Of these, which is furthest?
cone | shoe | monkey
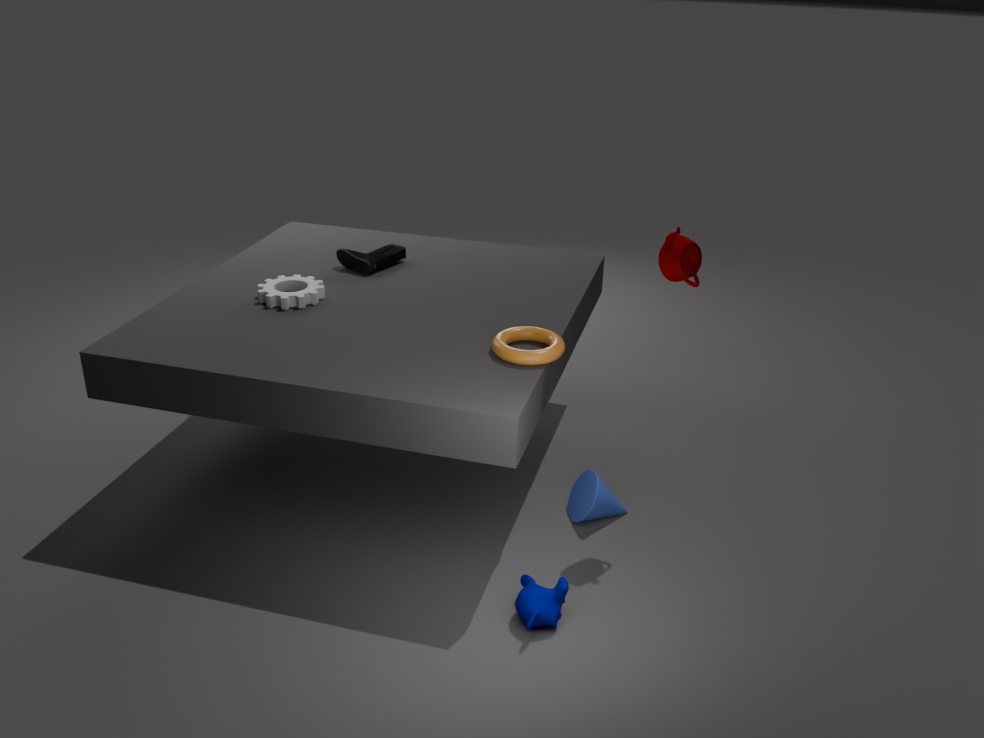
shoe
